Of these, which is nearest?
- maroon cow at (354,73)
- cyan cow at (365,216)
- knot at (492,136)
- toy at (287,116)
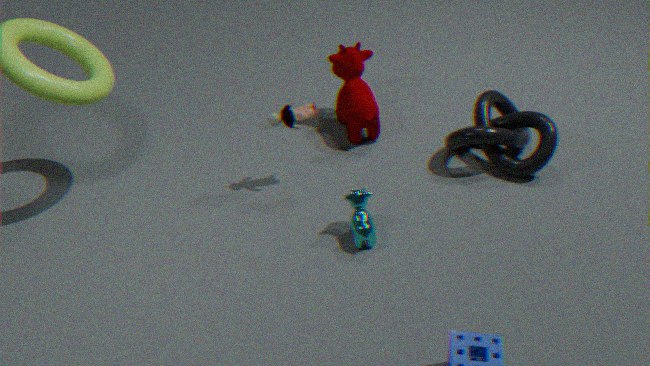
cyan cow at (365,216)
